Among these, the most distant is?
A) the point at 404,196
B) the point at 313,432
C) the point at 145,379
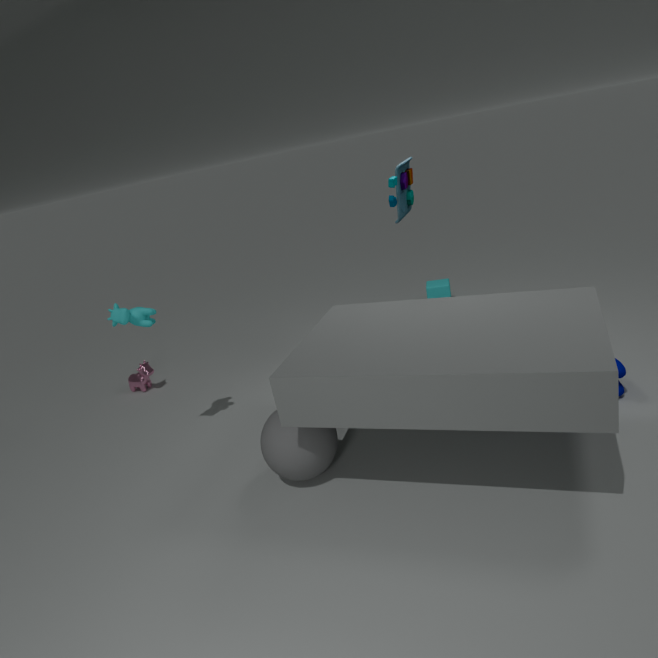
the point at 145,379
